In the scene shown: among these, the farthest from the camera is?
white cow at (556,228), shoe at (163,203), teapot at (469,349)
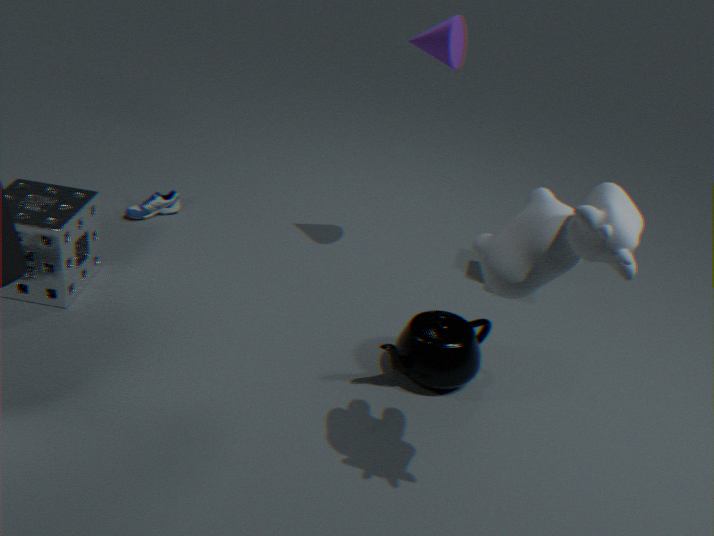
shoe at (163,203)
